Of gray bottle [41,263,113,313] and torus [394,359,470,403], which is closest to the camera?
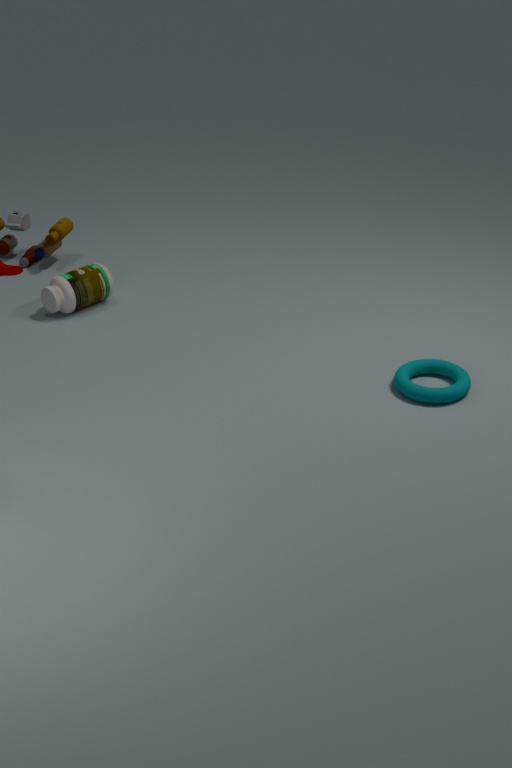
torus [394,359,470,403]
